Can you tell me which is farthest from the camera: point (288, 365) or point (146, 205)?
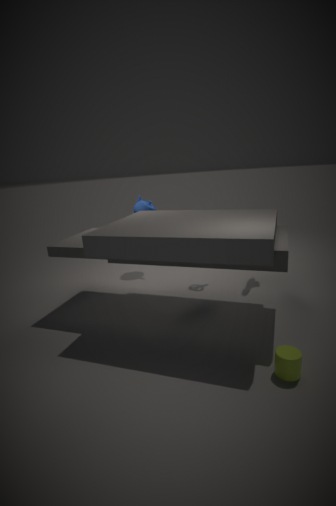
point (146, 205)
